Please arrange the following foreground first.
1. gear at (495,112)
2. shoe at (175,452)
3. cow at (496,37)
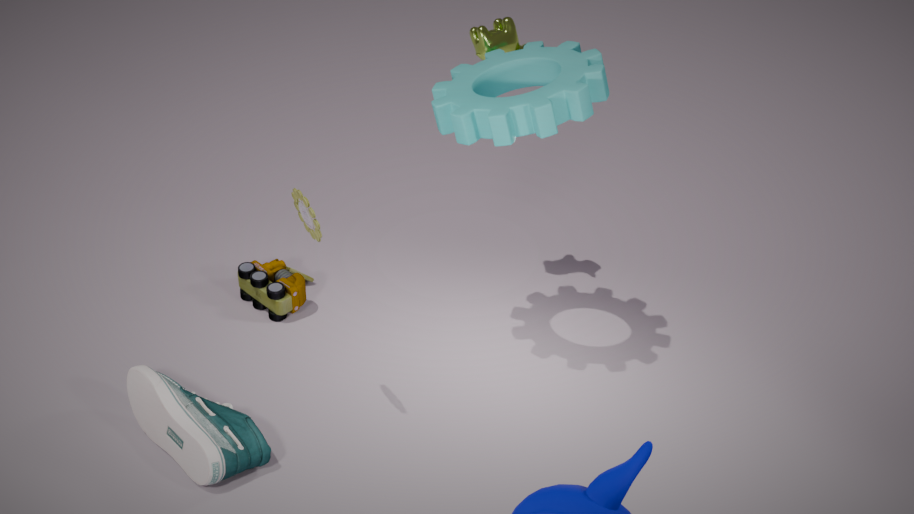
shoe at (175,452) < gear at (495,112) < cow at (496,37)
